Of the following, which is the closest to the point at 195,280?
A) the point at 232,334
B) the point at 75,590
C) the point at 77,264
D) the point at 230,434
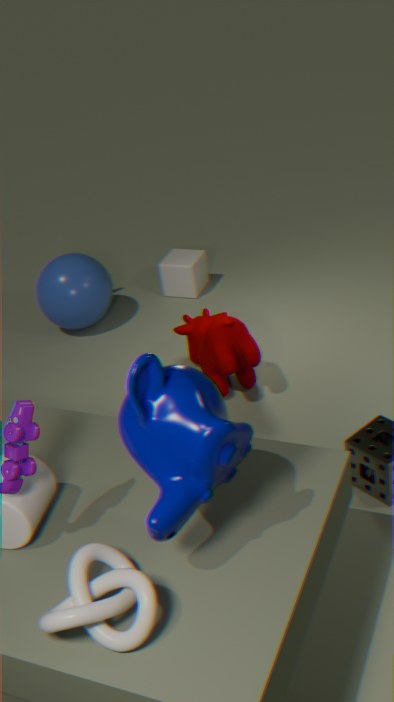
the point at 77,264
